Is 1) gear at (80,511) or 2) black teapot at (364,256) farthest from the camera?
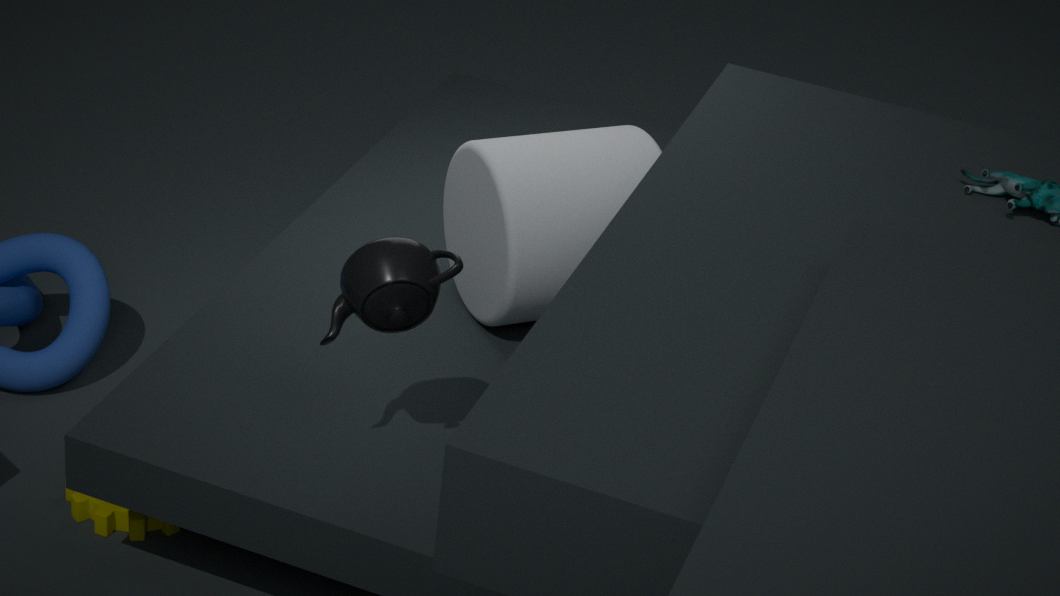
1. gear at (80,511)
